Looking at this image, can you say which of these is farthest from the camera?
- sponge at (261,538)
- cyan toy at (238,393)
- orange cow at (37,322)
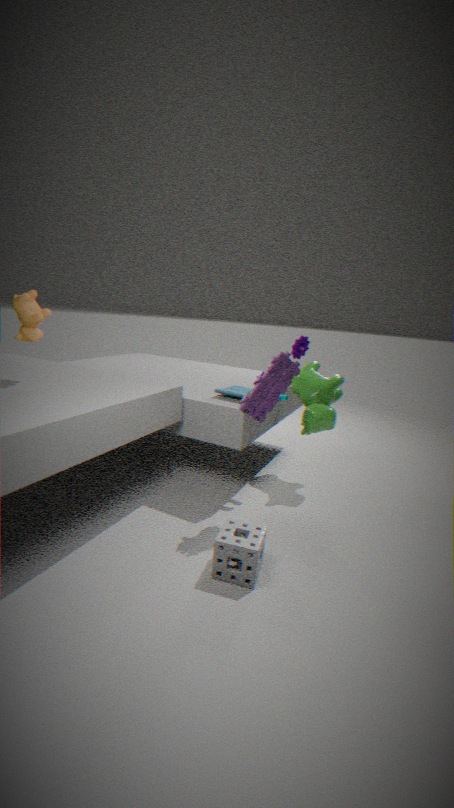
cyan toy at (238,393)
